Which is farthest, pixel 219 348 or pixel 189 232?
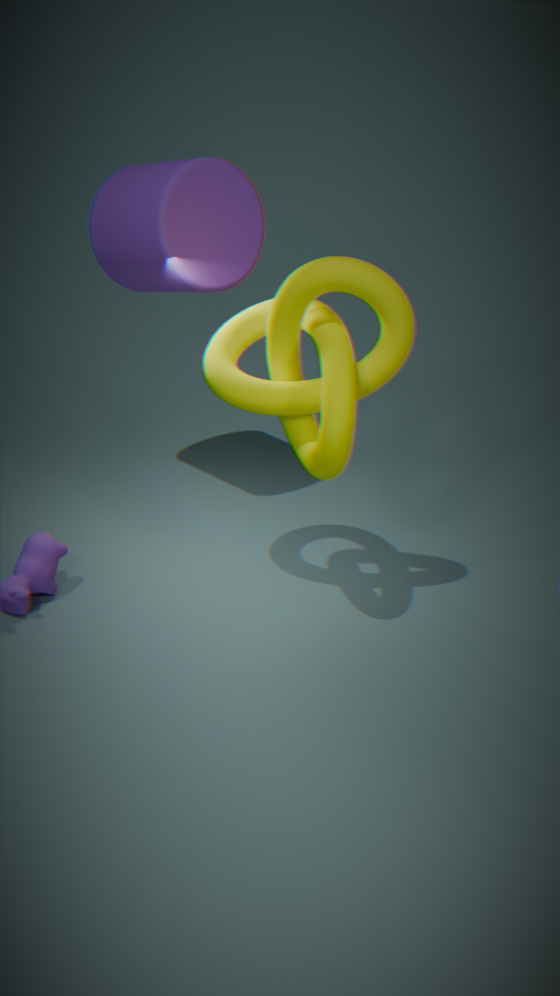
pixel 189 232
